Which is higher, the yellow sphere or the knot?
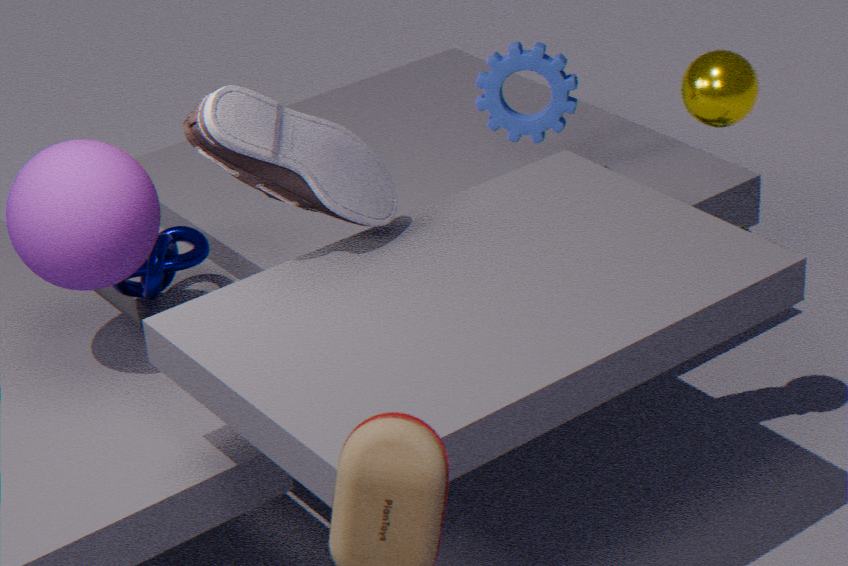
the yellow sphere
